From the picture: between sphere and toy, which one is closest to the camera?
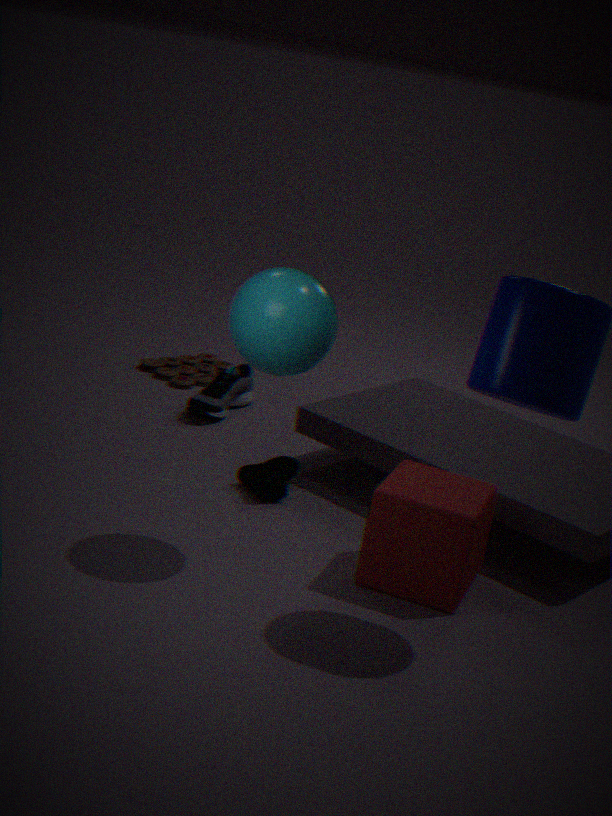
sphere
